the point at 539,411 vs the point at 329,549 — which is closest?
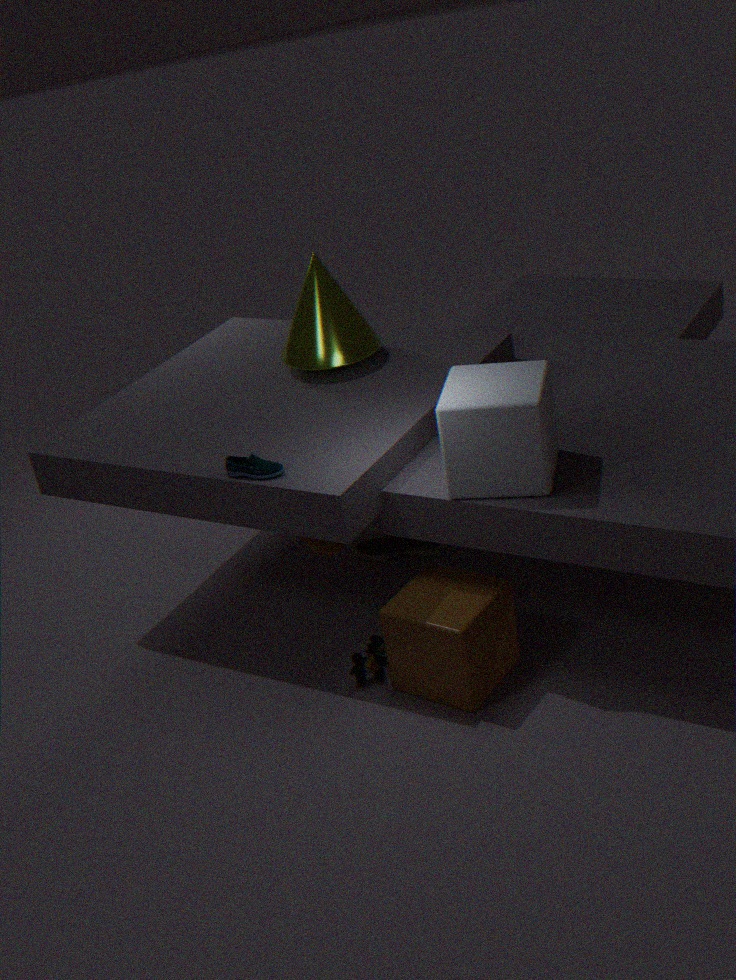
the point at 539,411
